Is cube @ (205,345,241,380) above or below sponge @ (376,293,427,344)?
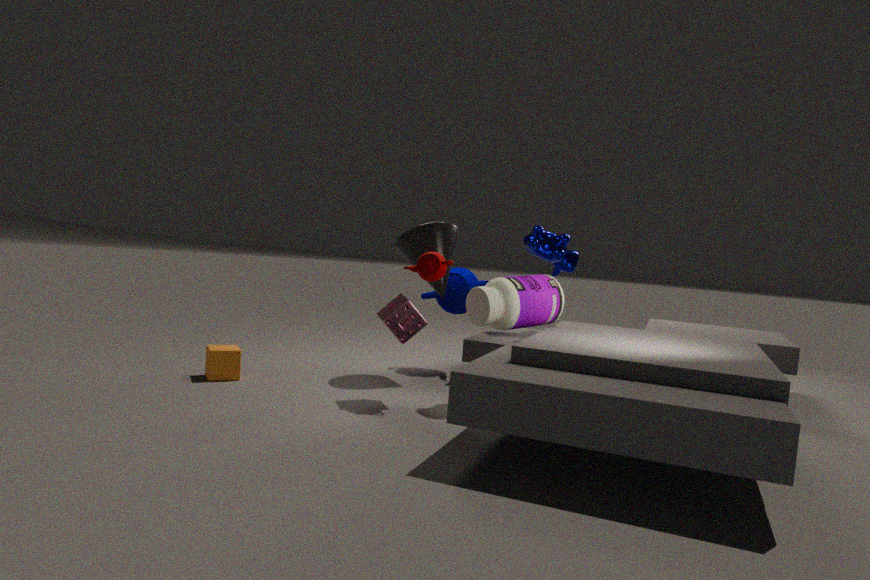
below
